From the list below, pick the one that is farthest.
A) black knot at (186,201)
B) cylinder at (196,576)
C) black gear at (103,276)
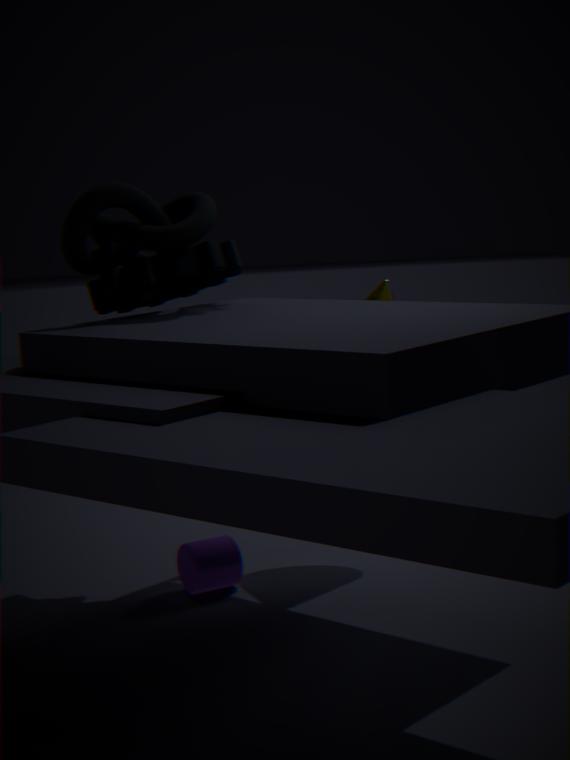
cylinder at (196,576)
